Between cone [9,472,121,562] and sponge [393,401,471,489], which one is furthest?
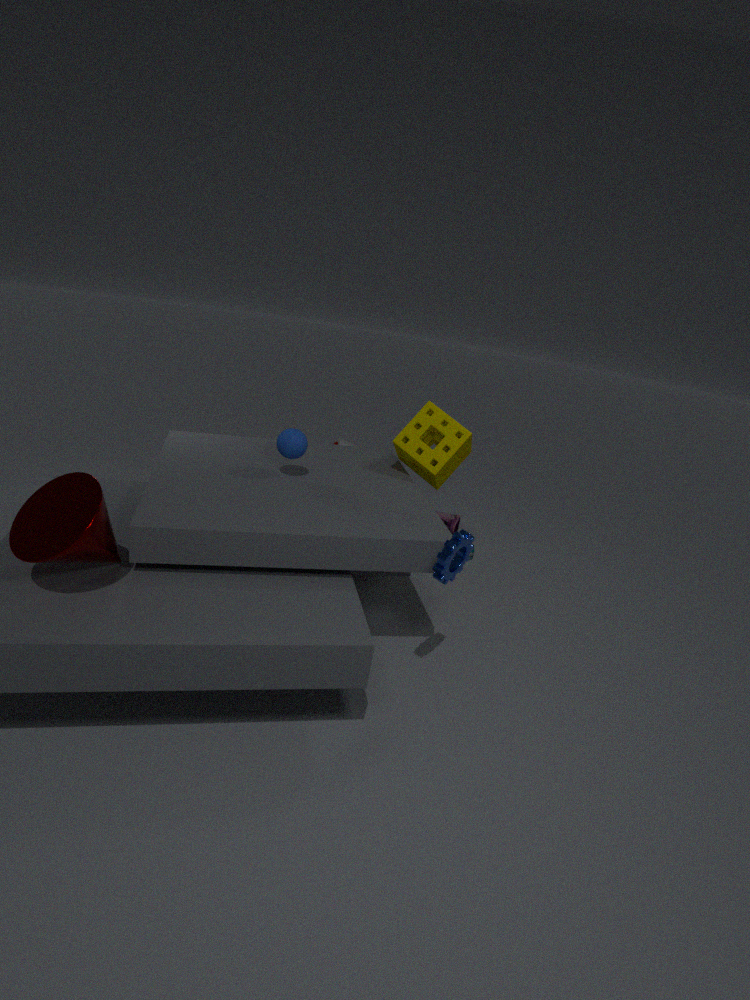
sponge [393,401,471,489]
